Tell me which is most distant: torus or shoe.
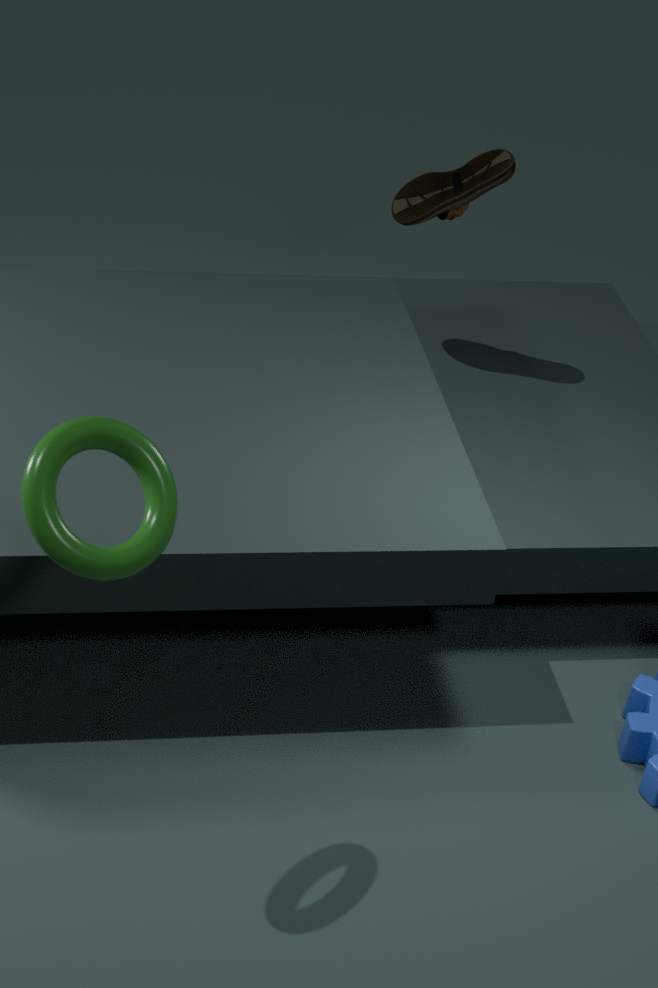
shoe
